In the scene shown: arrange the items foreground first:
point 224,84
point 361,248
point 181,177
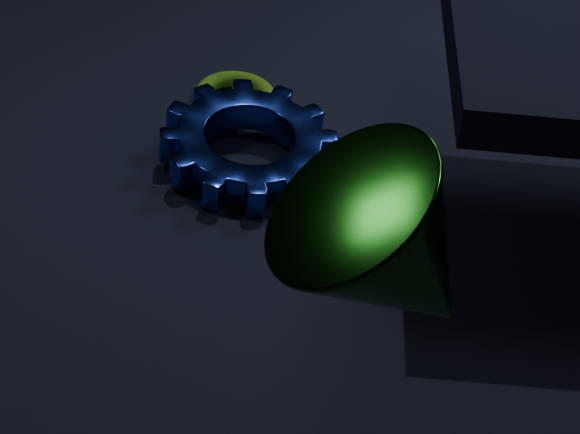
1. point 361,248
2. point 181,177
3. point 224,84
